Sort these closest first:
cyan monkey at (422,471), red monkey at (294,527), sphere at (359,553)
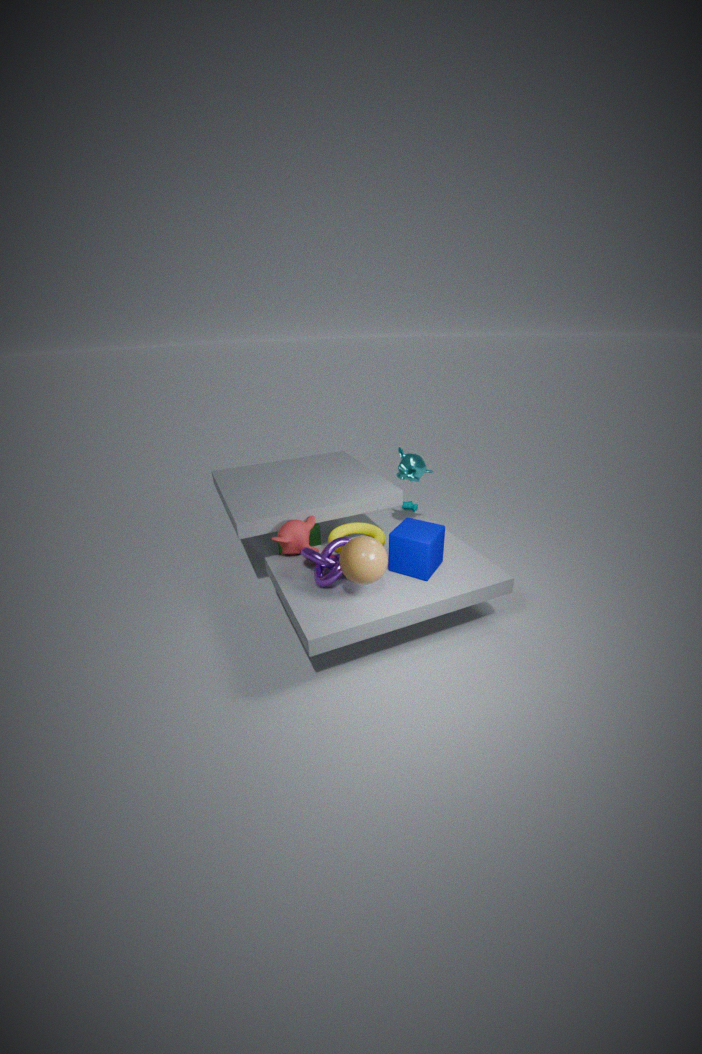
sphere at (359,553) < red monkey at (294,527) < cyan monkey at (422,471)
